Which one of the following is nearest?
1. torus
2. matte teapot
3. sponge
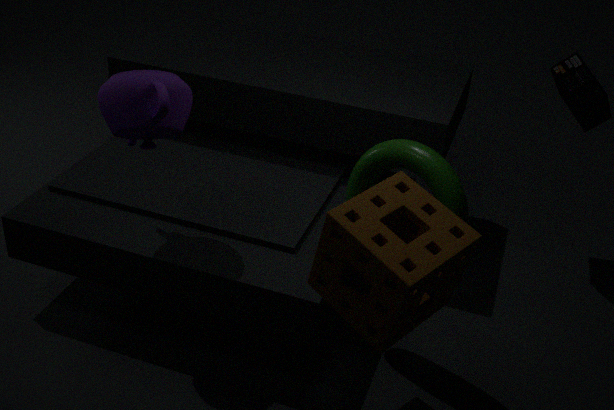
sponge
